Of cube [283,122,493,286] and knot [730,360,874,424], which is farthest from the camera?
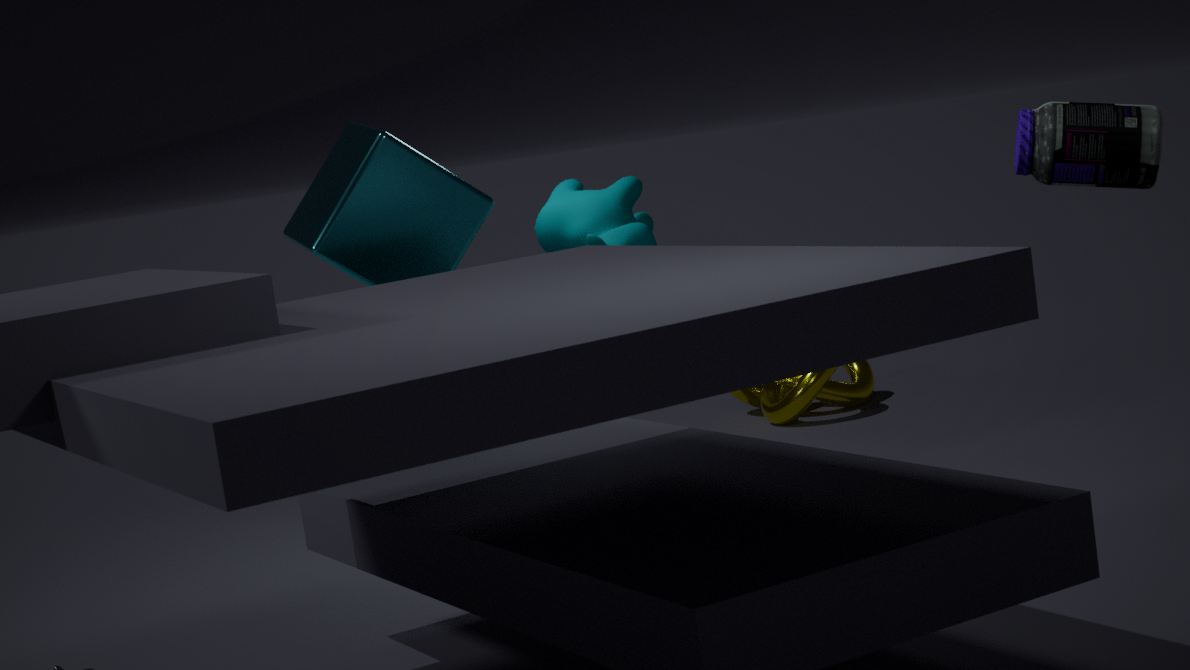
knot [730,360,874,424]
